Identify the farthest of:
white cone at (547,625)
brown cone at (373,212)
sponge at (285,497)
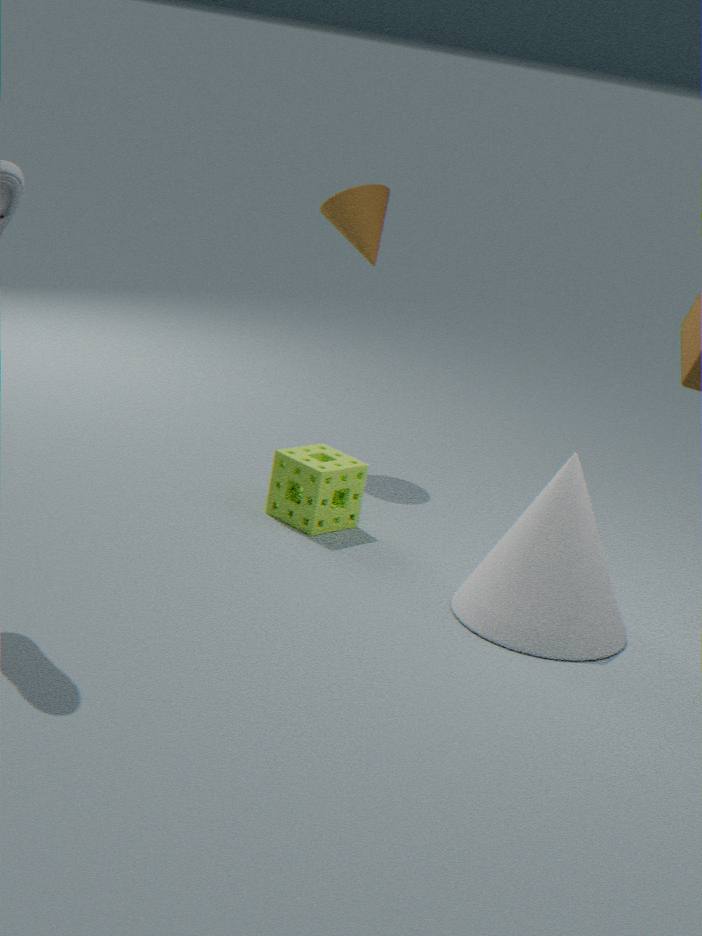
brown cone at (373,212)
